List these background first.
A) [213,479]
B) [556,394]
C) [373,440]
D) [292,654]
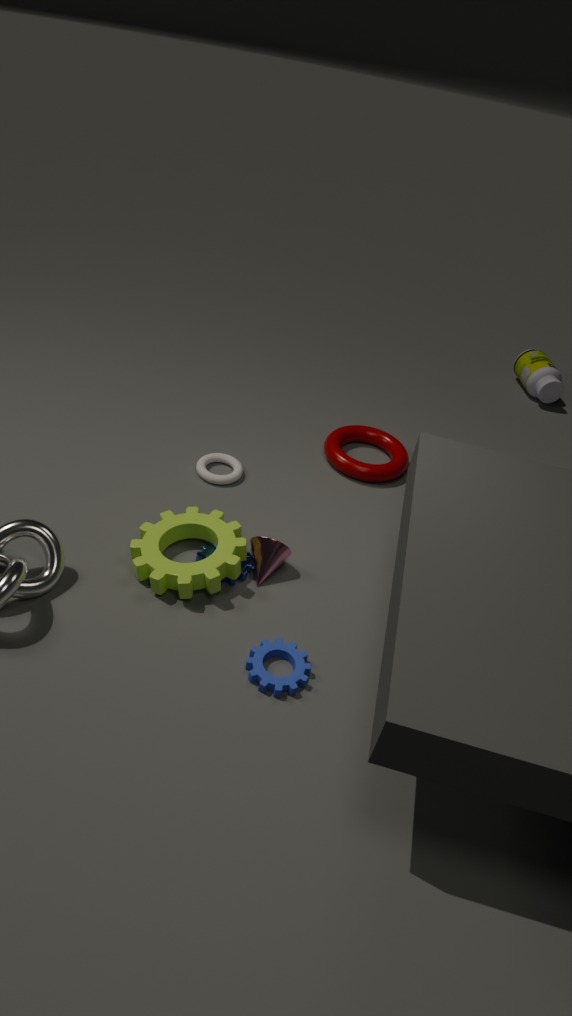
1. [556,394]
2. [373,440]
3. [213,479]
4. [292,654]
